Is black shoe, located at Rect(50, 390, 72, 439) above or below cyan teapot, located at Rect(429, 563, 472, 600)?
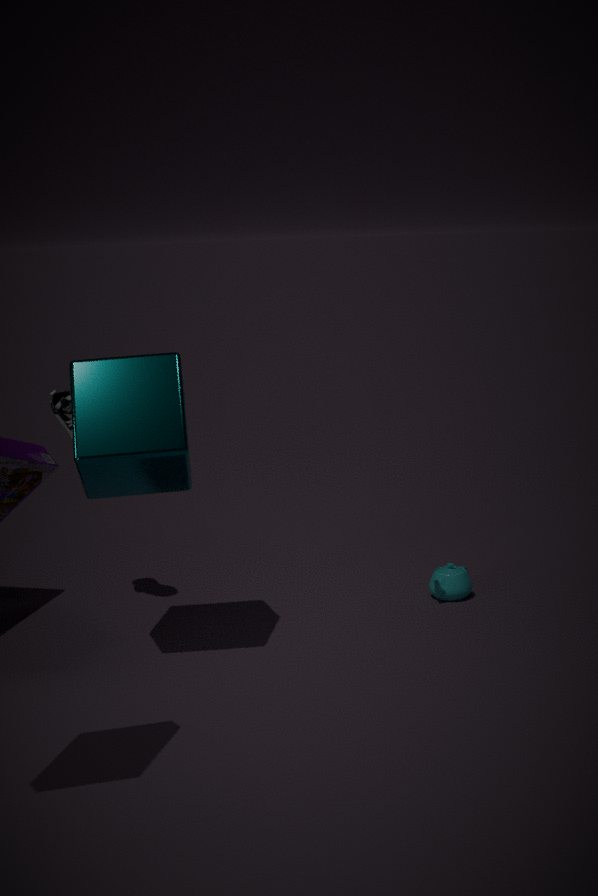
above
